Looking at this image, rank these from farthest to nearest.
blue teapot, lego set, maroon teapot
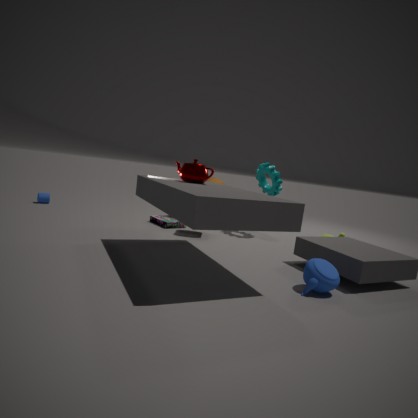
lego set, maroon teapot, blue teapot
